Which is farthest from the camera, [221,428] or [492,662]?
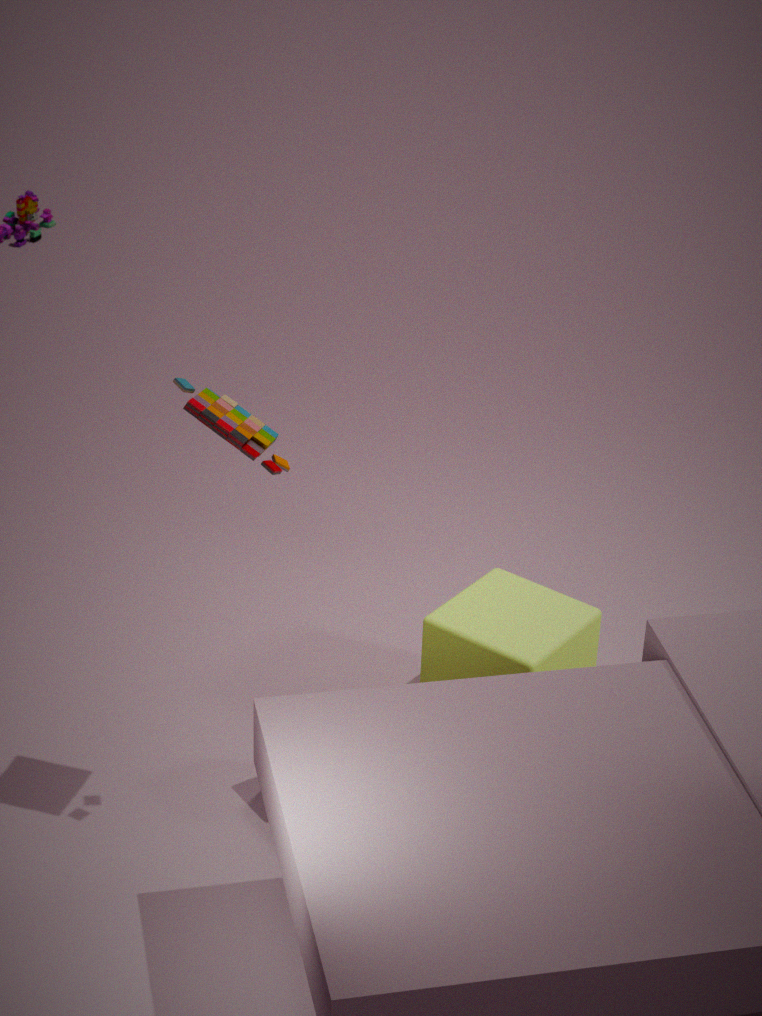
[492,662]
